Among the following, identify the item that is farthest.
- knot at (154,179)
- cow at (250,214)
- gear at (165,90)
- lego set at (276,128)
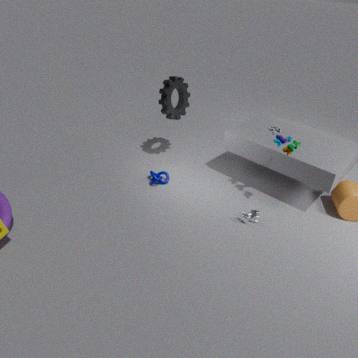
knot at (154,179)
